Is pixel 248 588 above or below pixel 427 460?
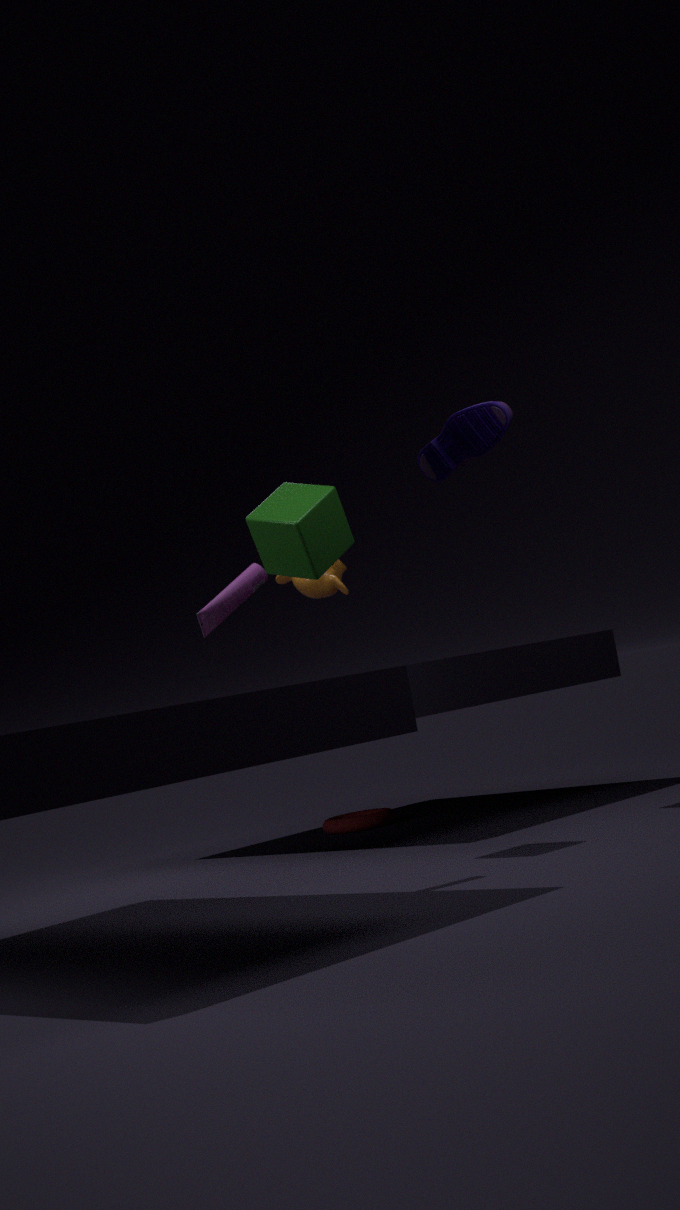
below
